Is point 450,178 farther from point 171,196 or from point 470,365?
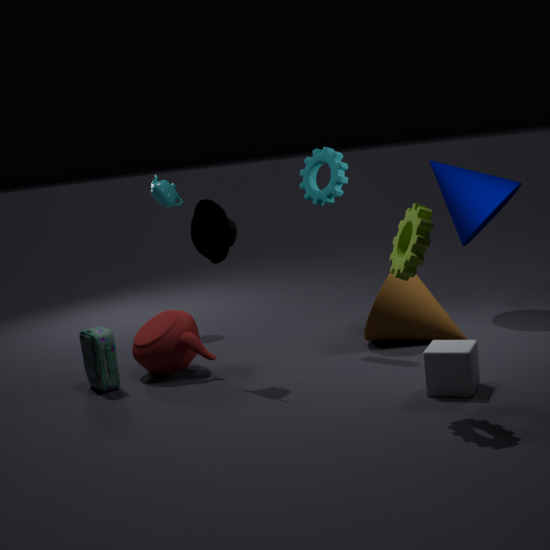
point 171,196
